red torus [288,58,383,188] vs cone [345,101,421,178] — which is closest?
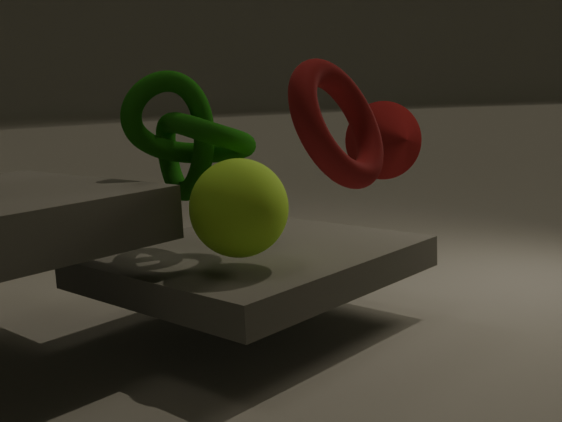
red torus [288,58,383,188]
